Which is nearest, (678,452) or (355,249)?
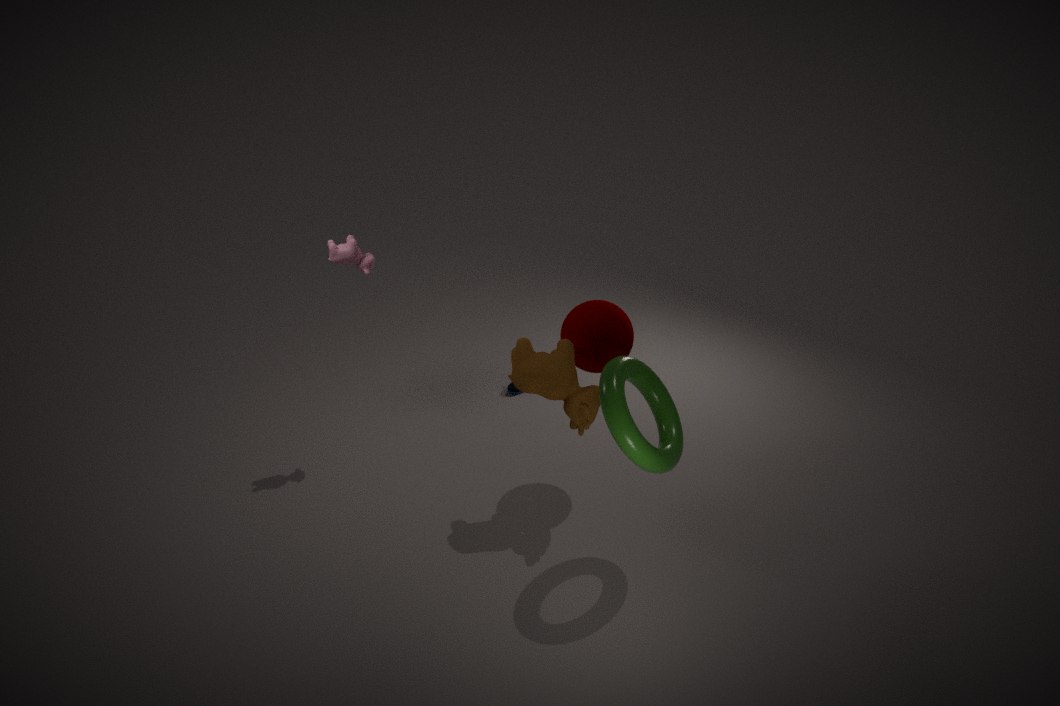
(678,452)
